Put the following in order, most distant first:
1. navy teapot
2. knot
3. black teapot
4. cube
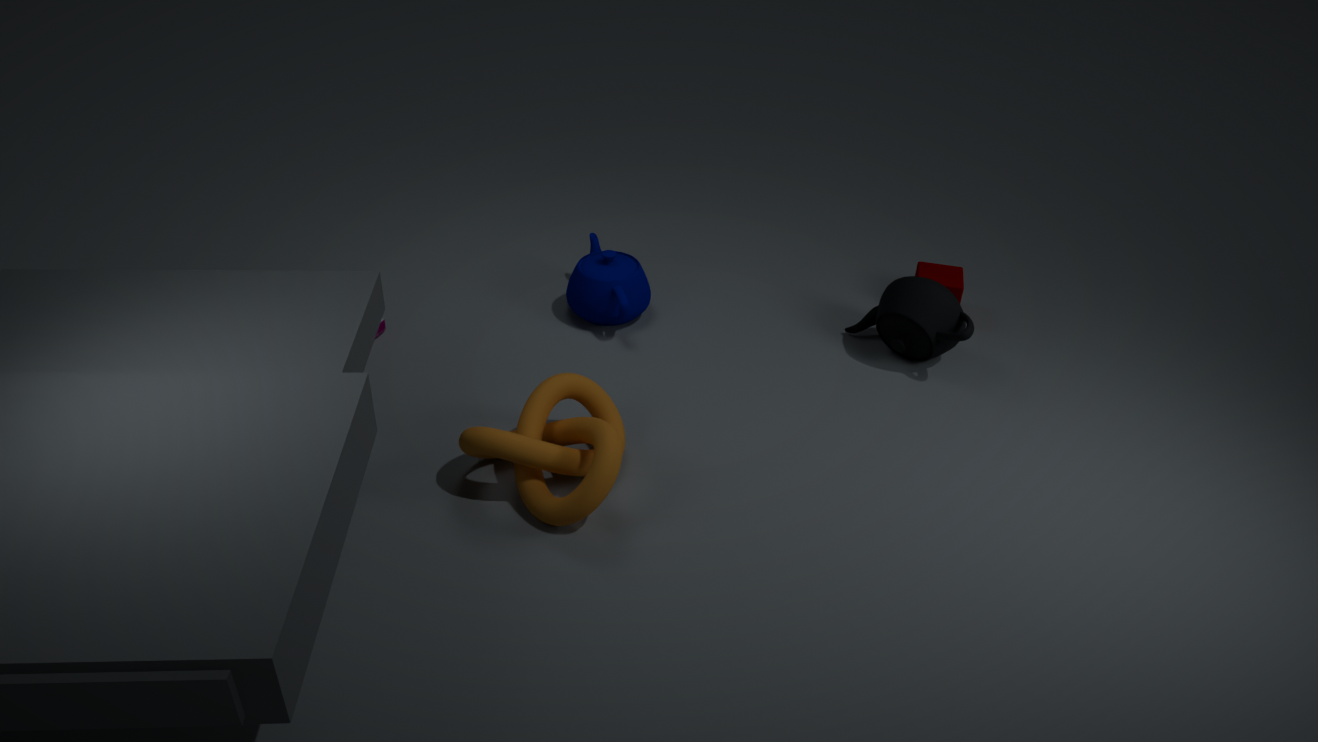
1. cube
2. navy teapot
3. black teapot
4. knot
